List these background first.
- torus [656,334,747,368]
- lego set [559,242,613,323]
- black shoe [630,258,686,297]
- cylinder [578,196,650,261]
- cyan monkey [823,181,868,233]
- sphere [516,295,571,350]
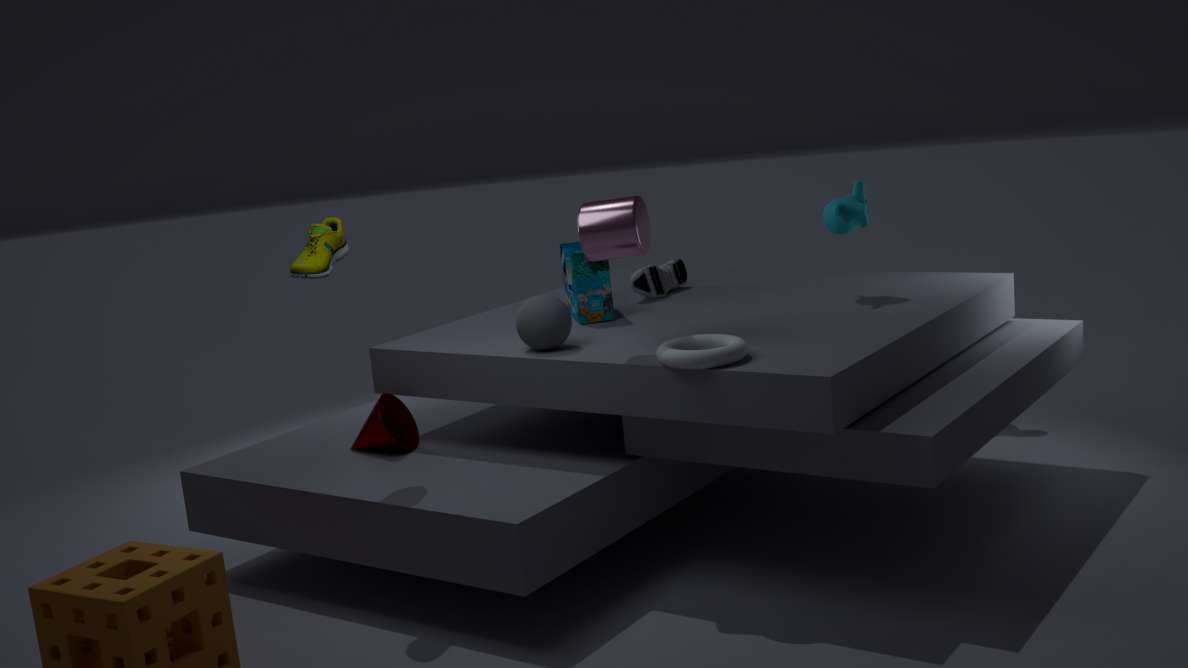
black shoe [630,258,686,297] < lego set [559,242,613,323] < cyan monkey [823,181,868,233] < sphere [516,295,571,350] < cylinder [578,196,650,261] < torus [656,334,747,368]
